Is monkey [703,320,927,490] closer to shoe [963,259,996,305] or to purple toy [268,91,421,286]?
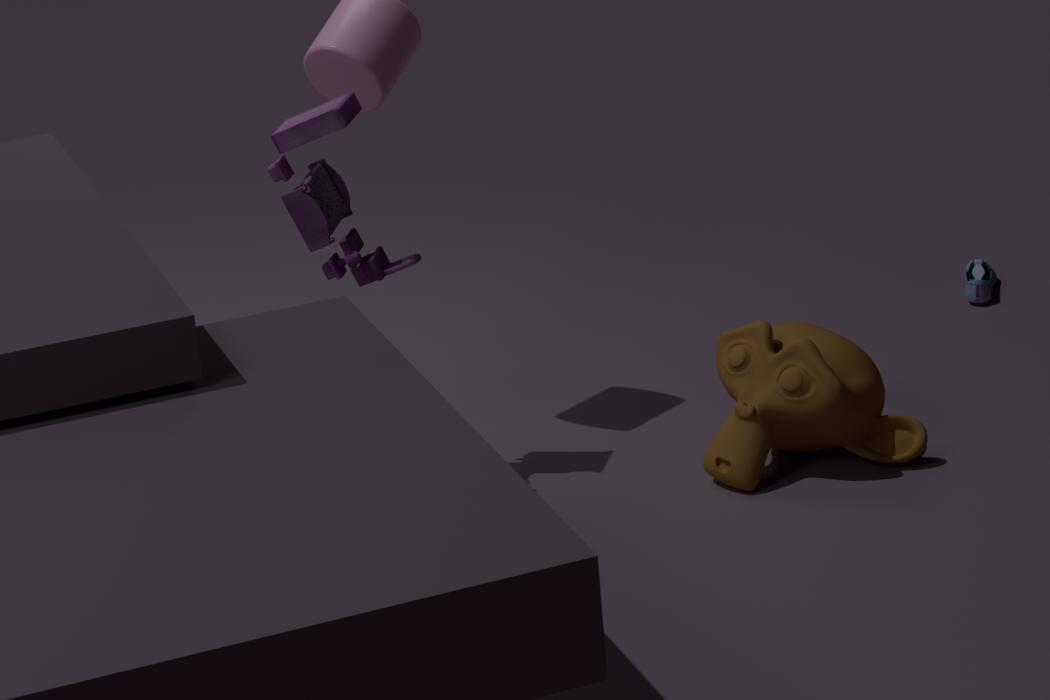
purple toy [268,91,421,286]
